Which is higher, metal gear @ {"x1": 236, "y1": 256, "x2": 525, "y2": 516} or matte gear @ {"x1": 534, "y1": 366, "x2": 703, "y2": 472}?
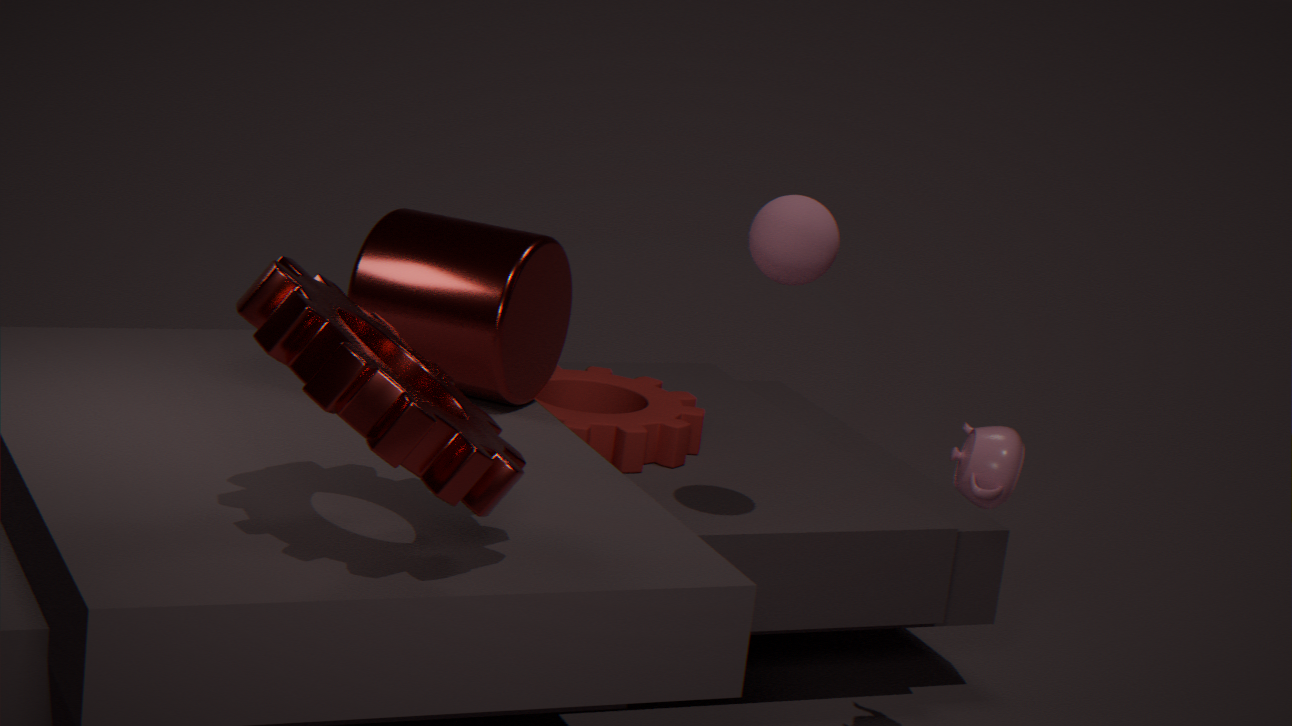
metal gear @ {"x1": 236, "y1": 256, "x2": 525, "y2": 516}
